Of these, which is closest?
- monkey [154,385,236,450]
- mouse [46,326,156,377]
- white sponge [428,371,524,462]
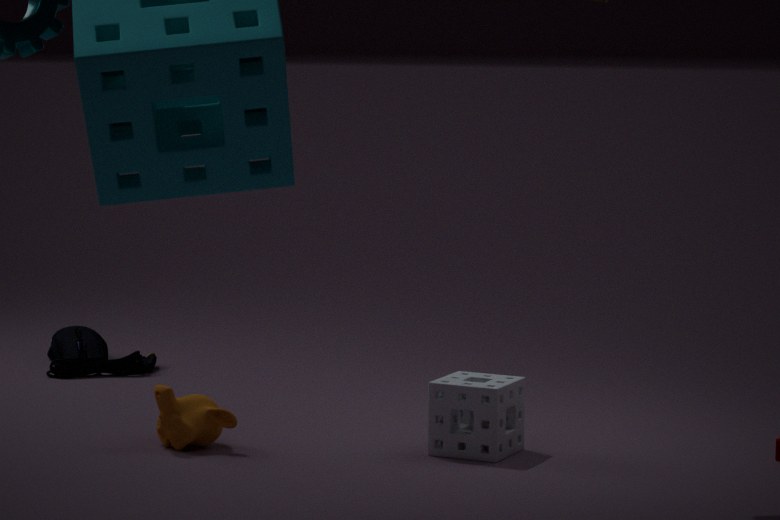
white sponge [428,371,524,462]
